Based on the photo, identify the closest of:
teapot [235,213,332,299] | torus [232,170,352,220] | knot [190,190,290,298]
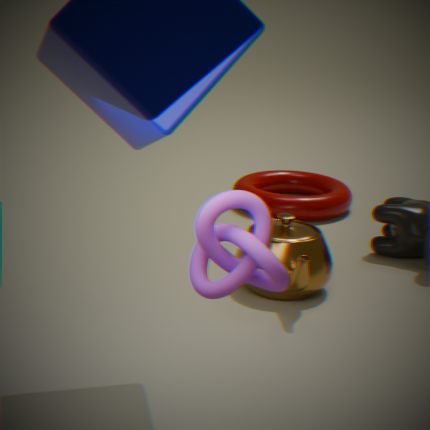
knot [190,190,290,298]
